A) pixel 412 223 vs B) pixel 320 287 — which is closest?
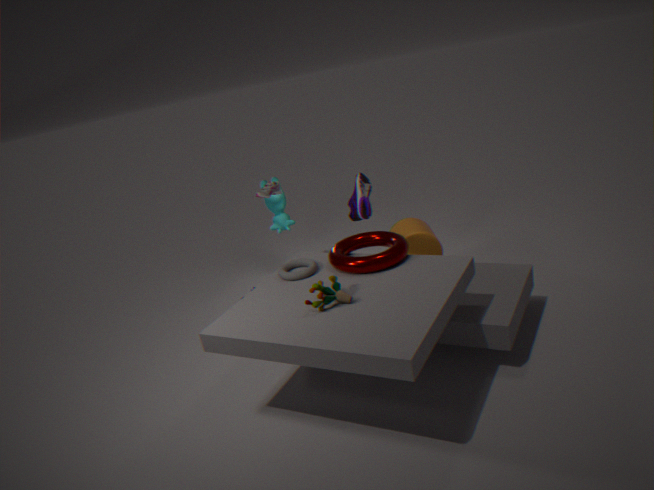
B. pixel 320 287
